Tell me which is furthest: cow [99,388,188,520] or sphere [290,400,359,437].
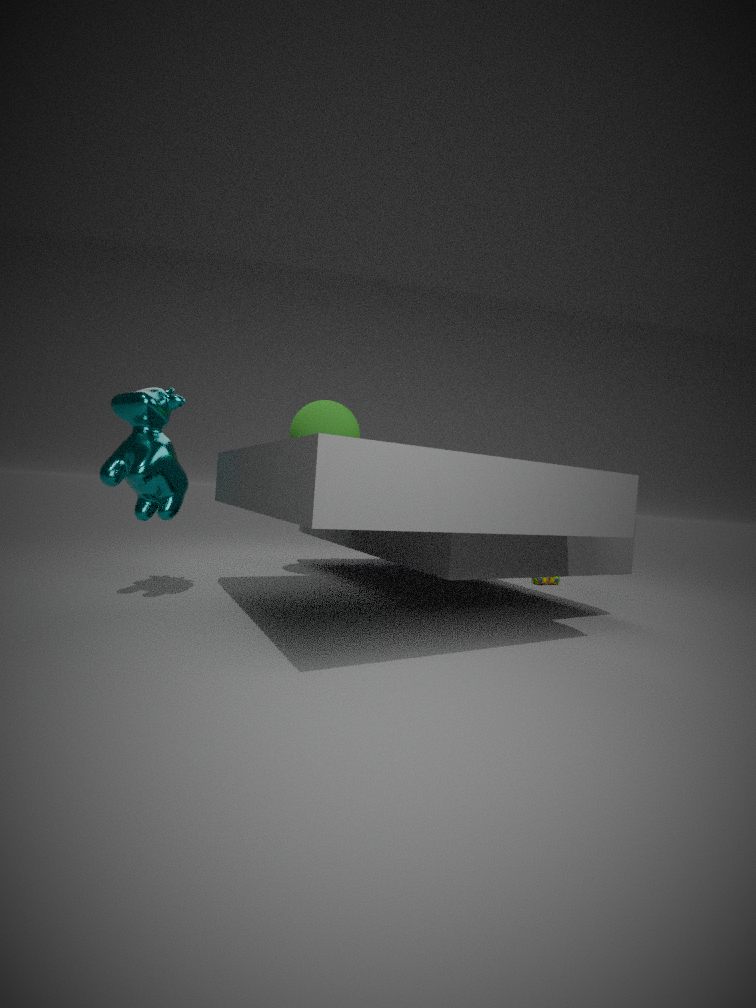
sphere [290,400,359,437]
